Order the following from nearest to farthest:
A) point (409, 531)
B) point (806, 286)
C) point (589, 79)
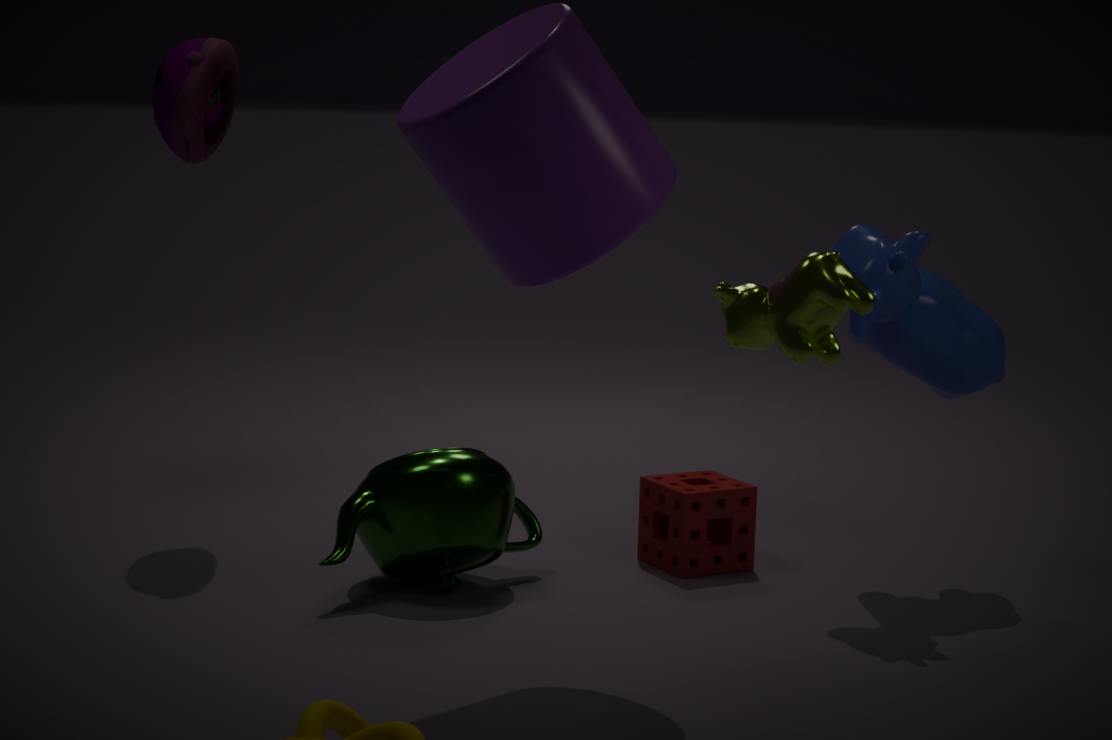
point (806, 286), point (589, 79), point (409, 531)
